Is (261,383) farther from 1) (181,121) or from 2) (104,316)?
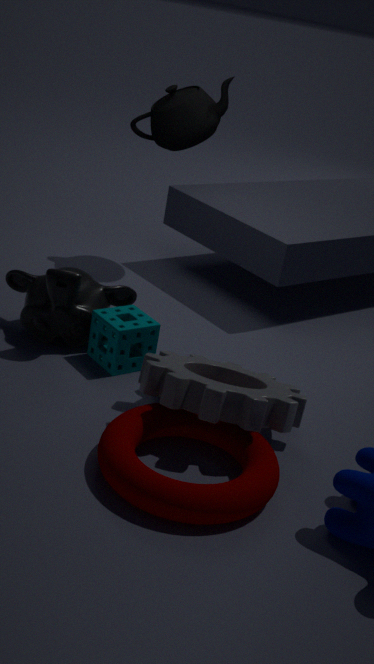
1) (181,121)
